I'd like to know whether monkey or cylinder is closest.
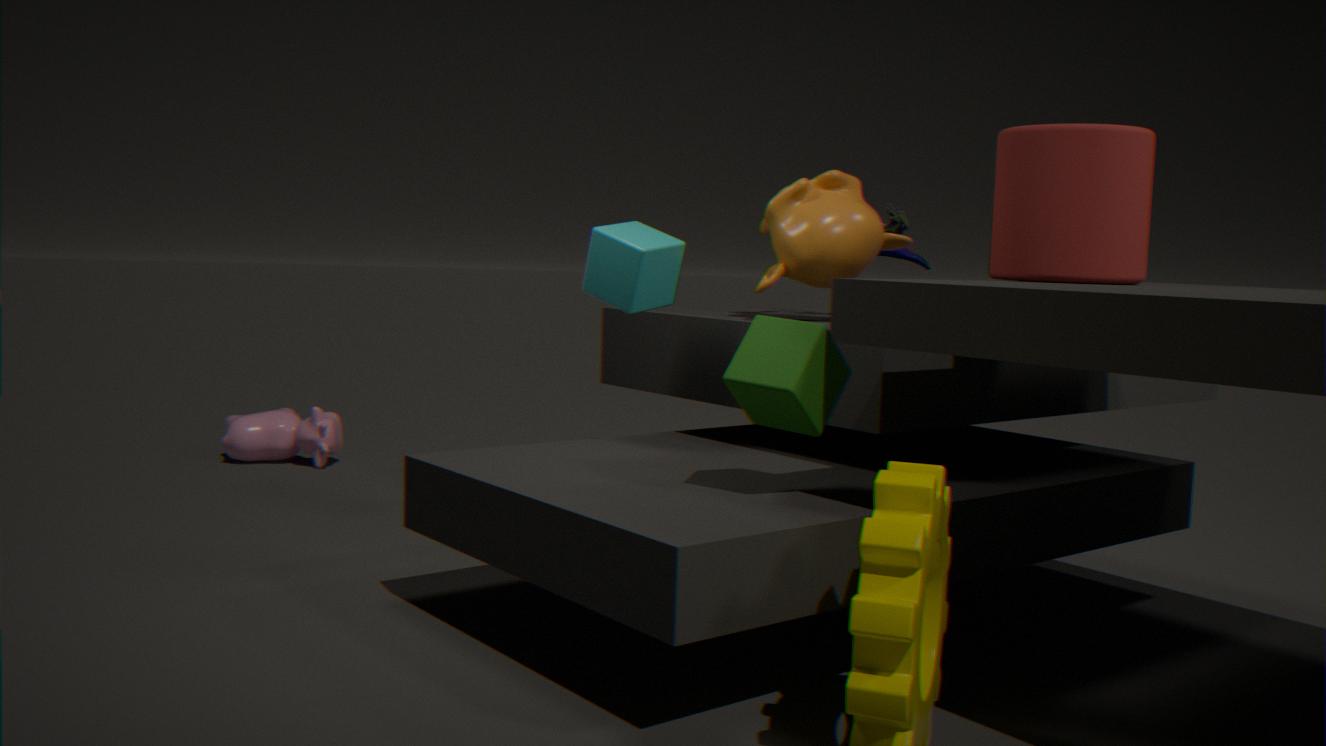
cylinder
